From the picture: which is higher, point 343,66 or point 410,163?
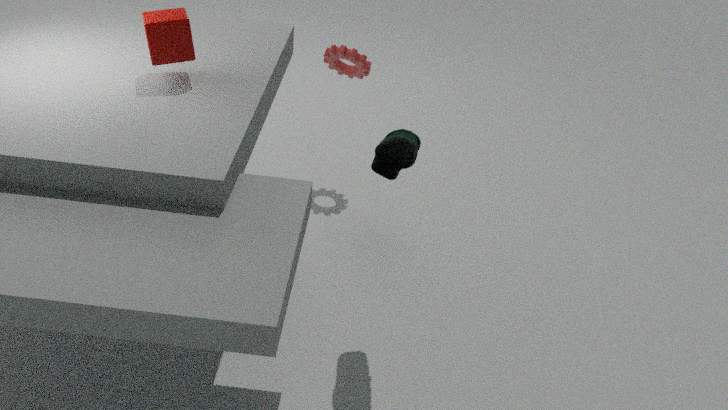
point 410,163
